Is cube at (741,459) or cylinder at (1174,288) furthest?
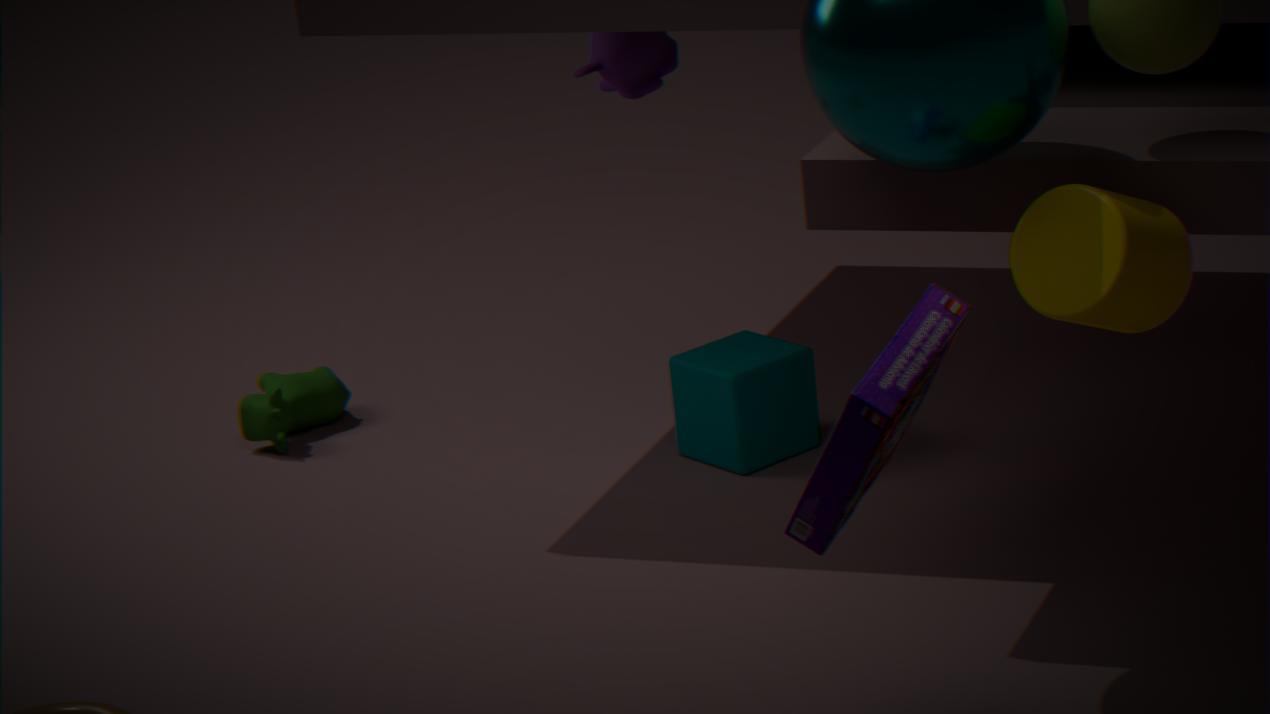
cube at (741,459)
